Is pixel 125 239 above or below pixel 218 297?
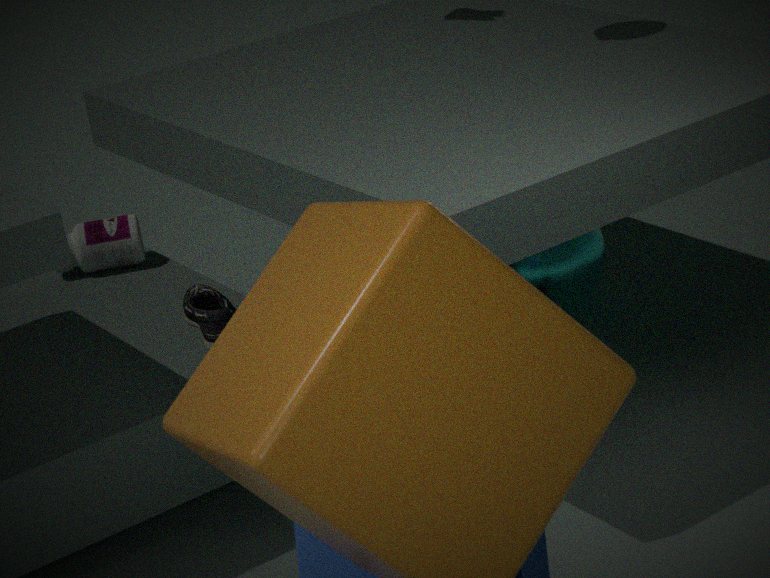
above
